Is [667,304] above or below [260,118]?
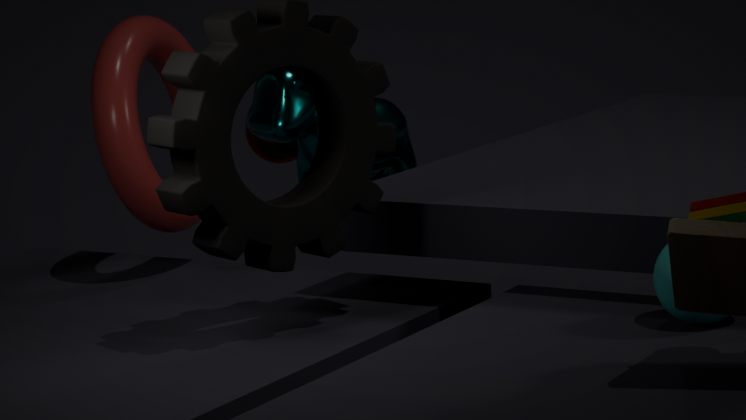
below
